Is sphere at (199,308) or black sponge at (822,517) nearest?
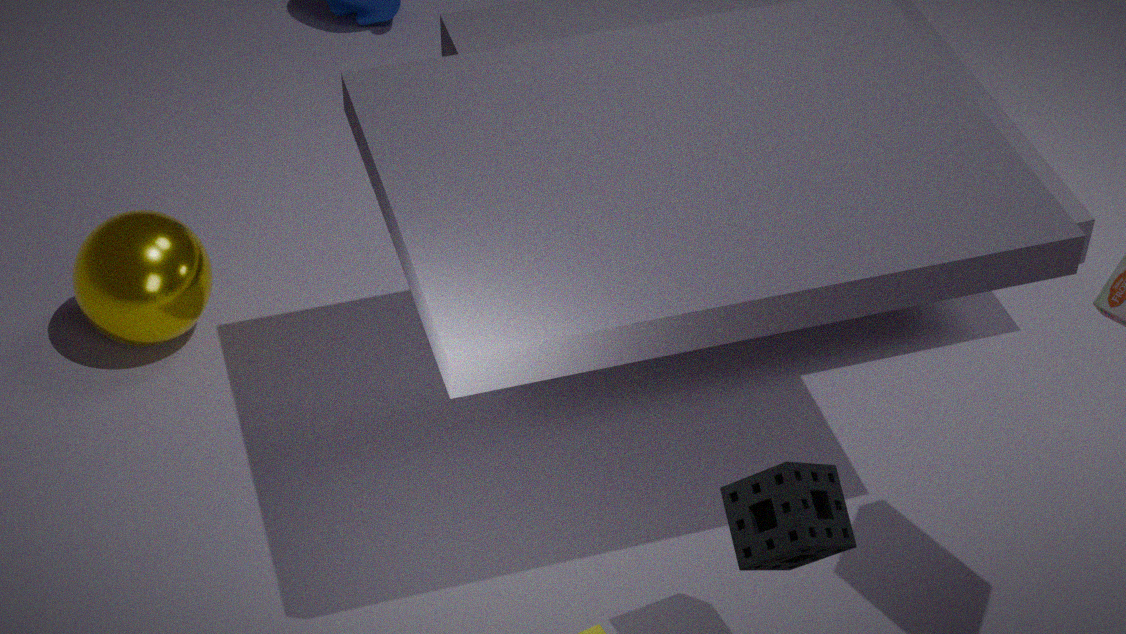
black sponge at (822,517)
